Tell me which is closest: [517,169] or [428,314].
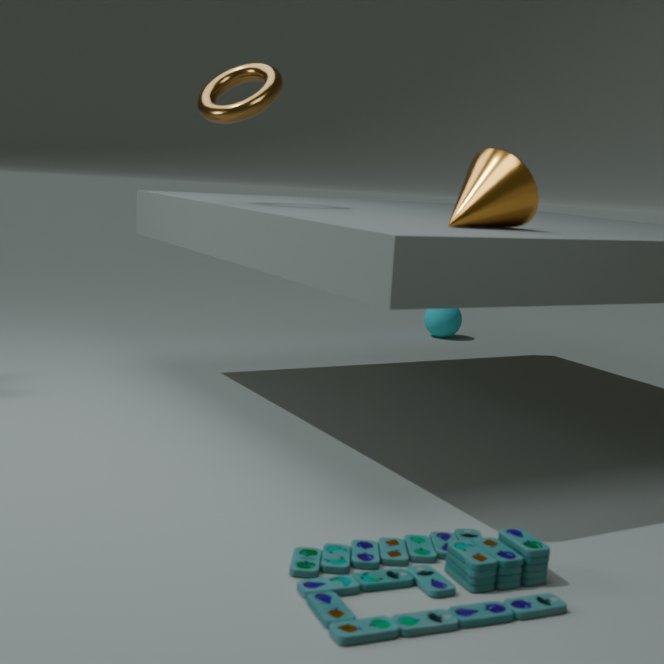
[517,169]
